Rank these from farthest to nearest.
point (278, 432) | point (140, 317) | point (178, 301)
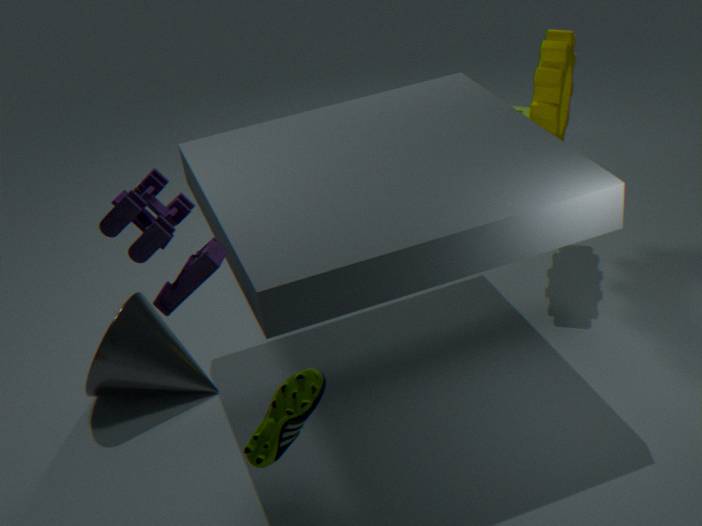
point (140, 317) < point (178, 301) < point (278, 432)
